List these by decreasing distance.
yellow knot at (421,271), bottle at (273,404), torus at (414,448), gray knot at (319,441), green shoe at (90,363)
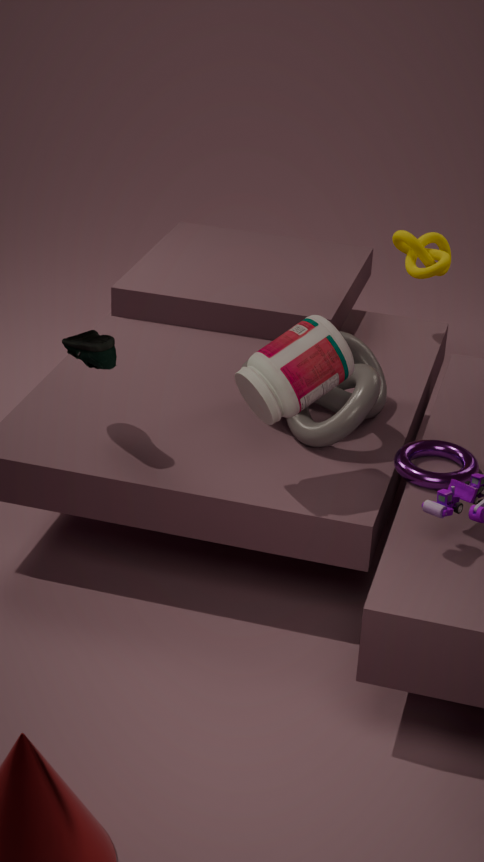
yellow knot at (421,271)
gray knot at (319,441)
green shoe at (90,363)
torus at (414,448)
bottle at (273,404)
